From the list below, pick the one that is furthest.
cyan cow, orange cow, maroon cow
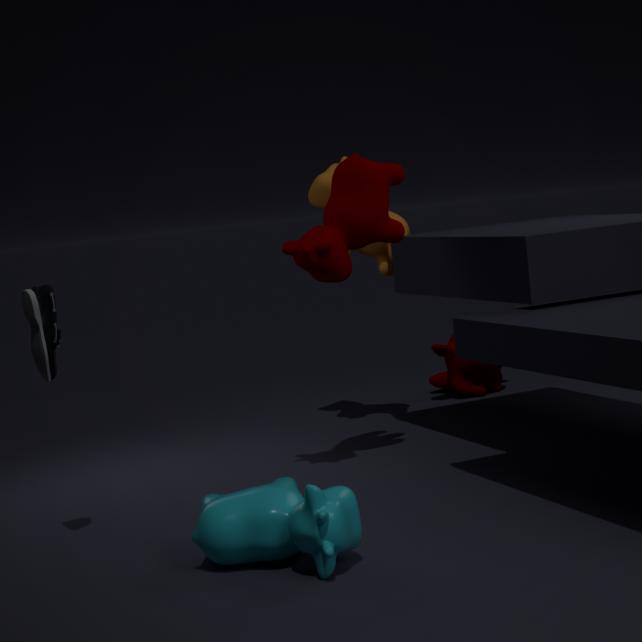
orange cow
